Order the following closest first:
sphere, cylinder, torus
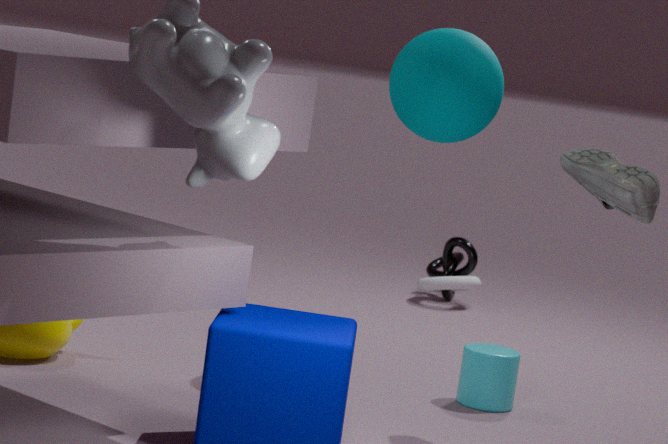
1. sphere
2. cylinder
3. torus
